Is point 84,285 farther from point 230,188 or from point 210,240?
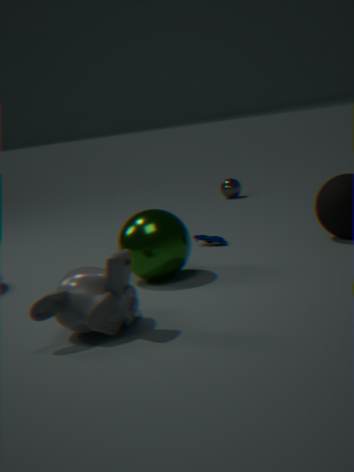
point 230,188
